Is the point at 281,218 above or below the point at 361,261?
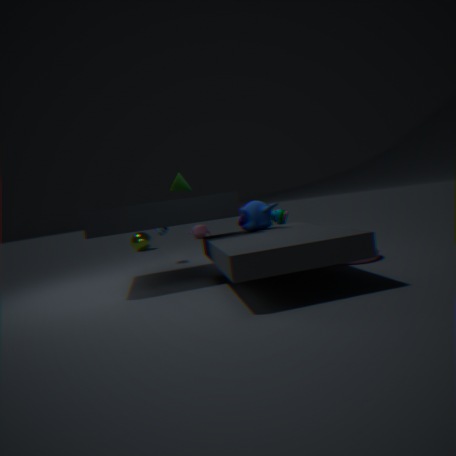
above
